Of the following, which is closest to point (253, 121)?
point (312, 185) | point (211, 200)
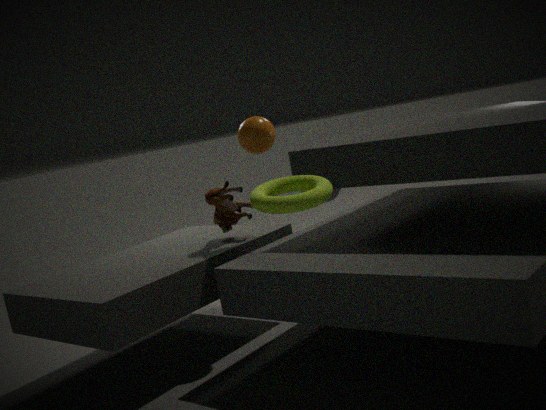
point (211, 200)
